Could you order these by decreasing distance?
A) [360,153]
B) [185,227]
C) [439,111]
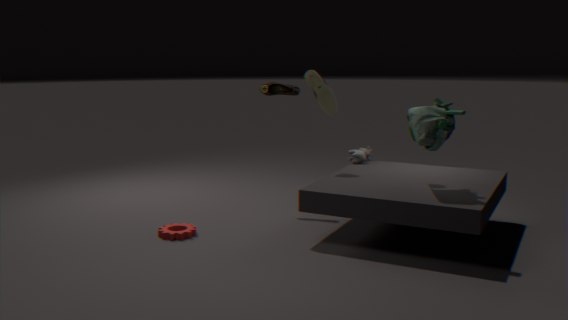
[360,153], [185,227], [439,111]
